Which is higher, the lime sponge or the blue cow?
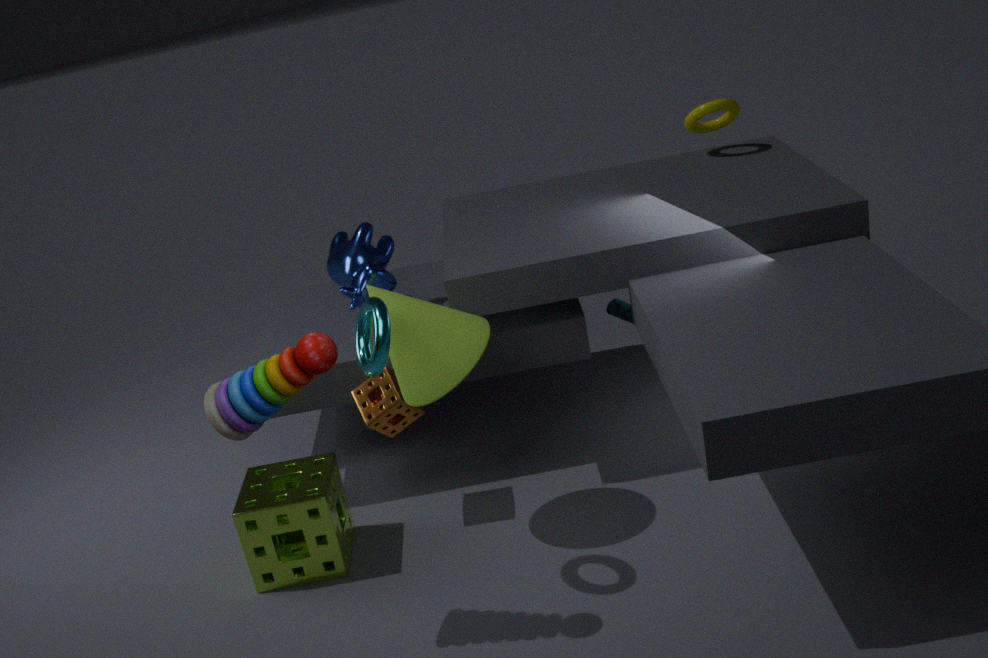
the blue cow
